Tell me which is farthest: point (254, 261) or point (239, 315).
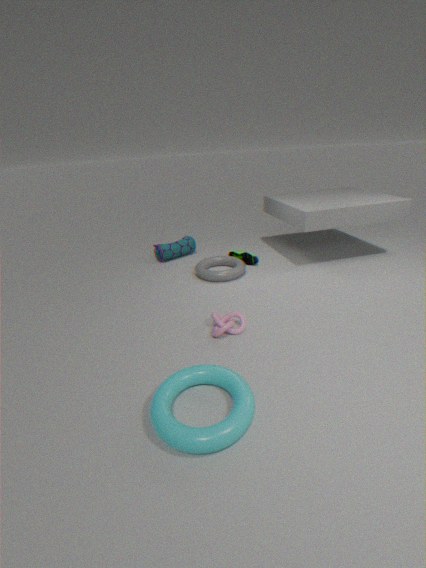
point (254, 261)
